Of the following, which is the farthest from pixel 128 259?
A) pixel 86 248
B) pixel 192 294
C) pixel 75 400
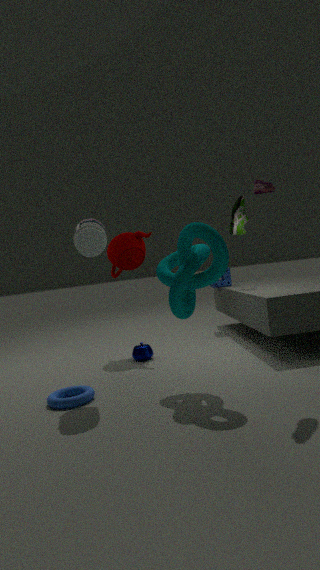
pixel 75 400
